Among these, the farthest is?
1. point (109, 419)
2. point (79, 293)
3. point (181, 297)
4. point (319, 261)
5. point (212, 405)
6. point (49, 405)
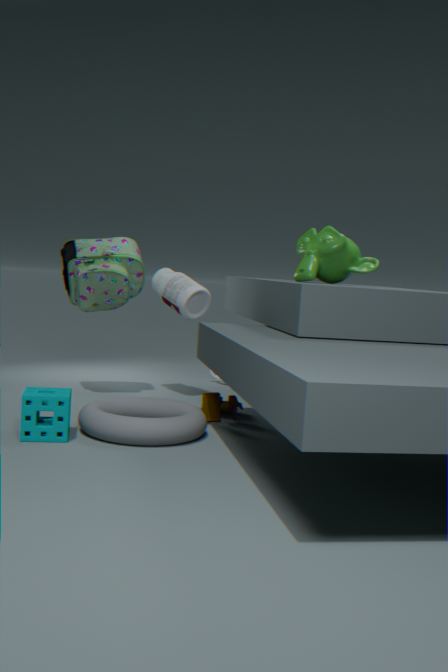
point (181, 297)
